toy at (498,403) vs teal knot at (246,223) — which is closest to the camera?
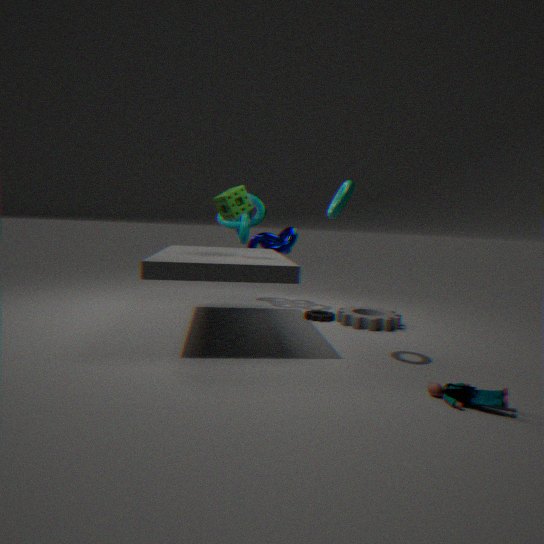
toy at (498,403)
